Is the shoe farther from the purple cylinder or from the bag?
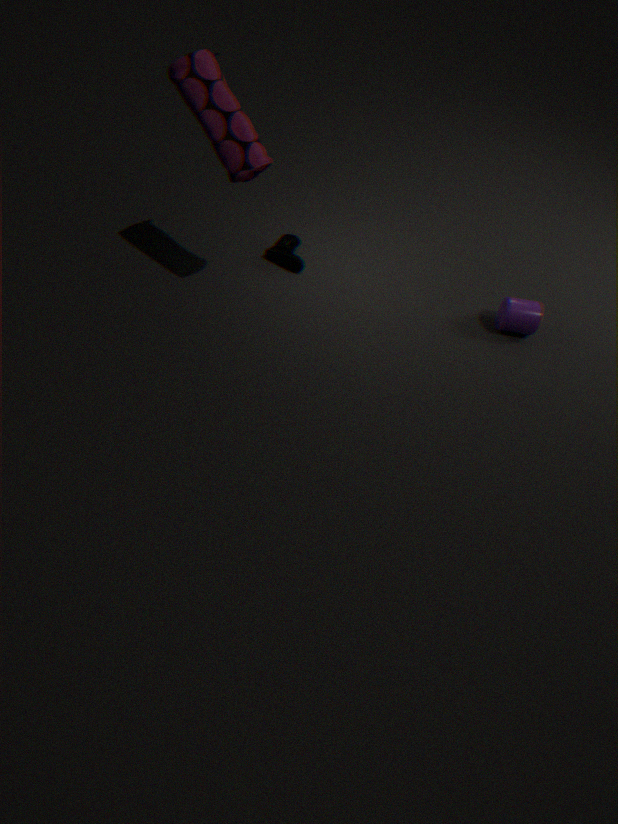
the purple cylinder
